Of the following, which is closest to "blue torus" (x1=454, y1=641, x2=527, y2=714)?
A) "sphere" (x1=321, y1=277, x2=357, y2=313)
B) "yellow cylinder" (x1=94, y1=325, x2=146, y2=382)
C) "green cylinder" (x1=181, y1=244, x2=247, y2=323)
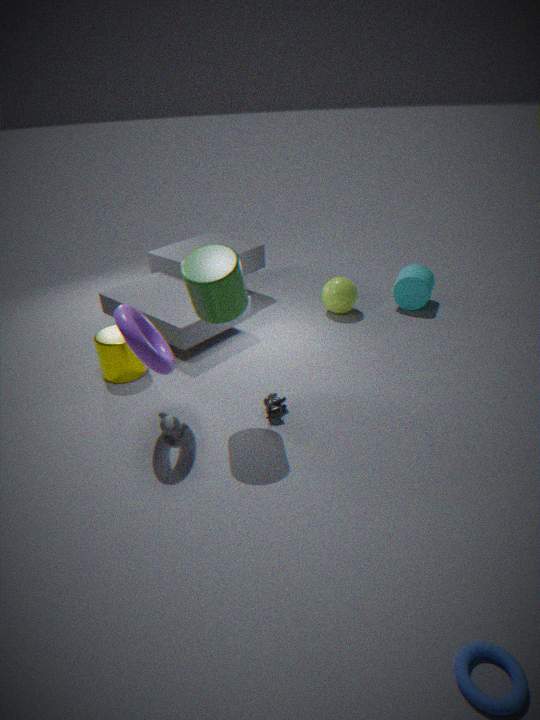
"green cylinder" (x1=181, y1=244, x2=247, y2=323)
